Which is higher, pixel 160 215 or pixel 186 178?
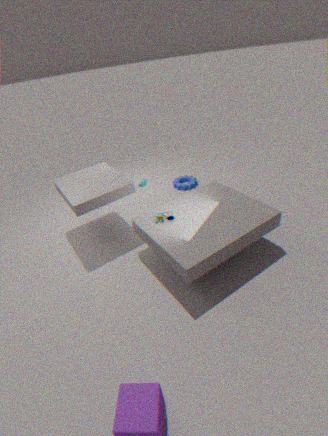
pixel 160 215
